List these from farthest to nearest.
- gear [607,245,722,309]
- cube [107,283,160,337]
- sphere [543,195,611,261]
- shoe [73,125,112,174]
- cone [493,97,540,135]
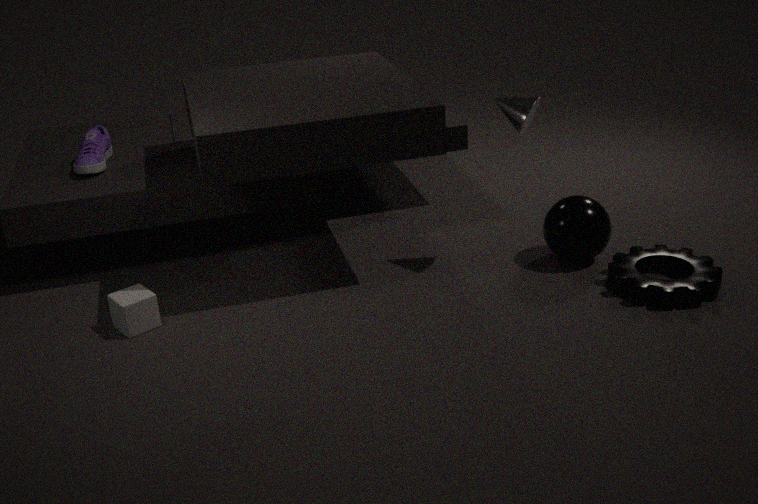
shoe [73,125,112,174]
sphere [543,195,611,261]
cone [493,97,540,135]
cube [107,283,160,337]
gear [607,245,722,309]
